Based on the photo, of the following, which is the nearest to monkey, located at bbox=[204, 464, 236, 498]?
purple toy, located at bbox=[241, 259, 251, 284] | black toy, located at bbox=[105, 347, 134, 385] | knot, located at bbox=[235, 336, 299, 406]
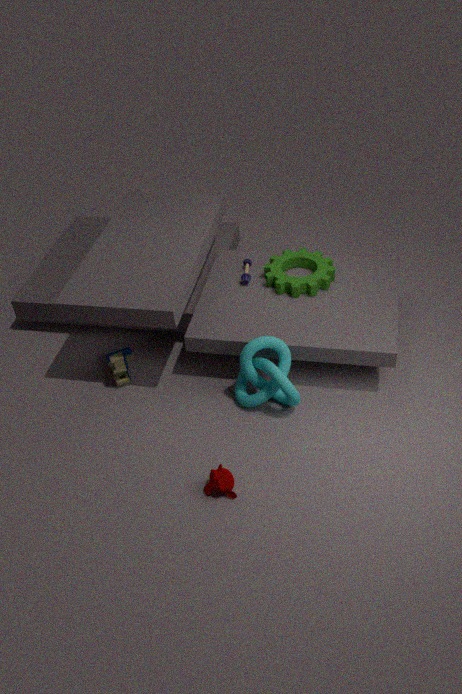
knot, located at bbox=[235, 336, 299, 406]
